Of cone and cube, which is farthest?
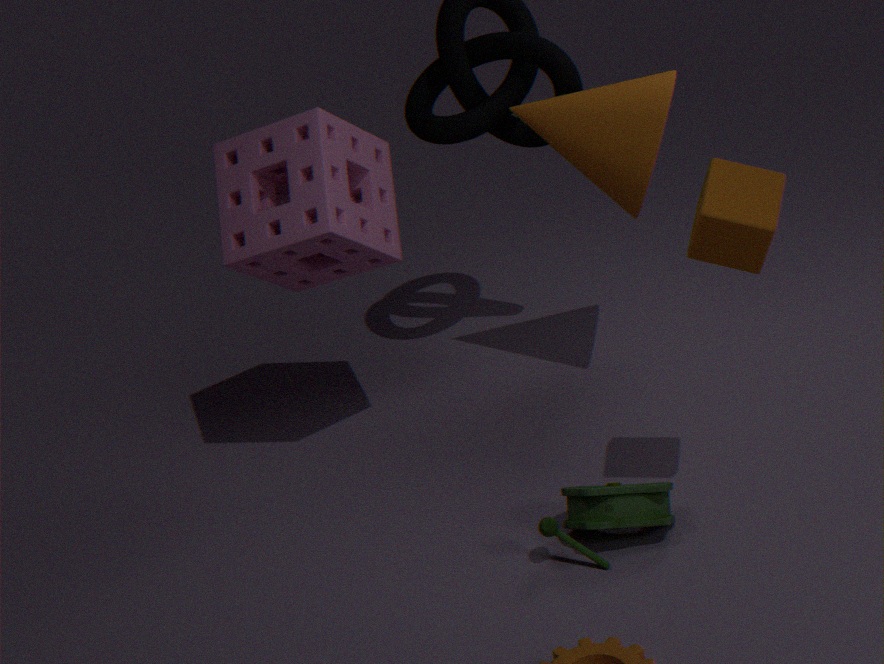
cone
